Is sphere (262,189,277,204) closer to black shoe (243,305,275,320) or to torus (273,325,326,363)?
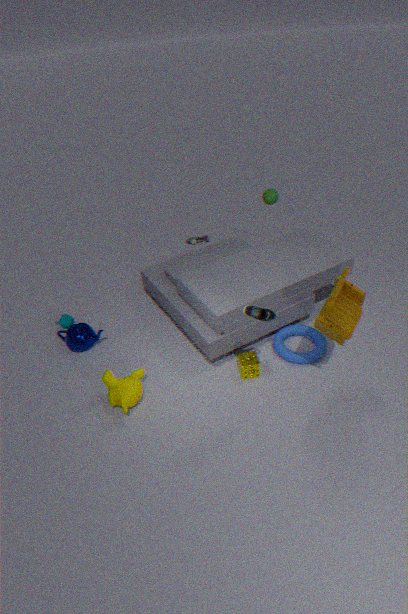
torus (273,325,326,363)
